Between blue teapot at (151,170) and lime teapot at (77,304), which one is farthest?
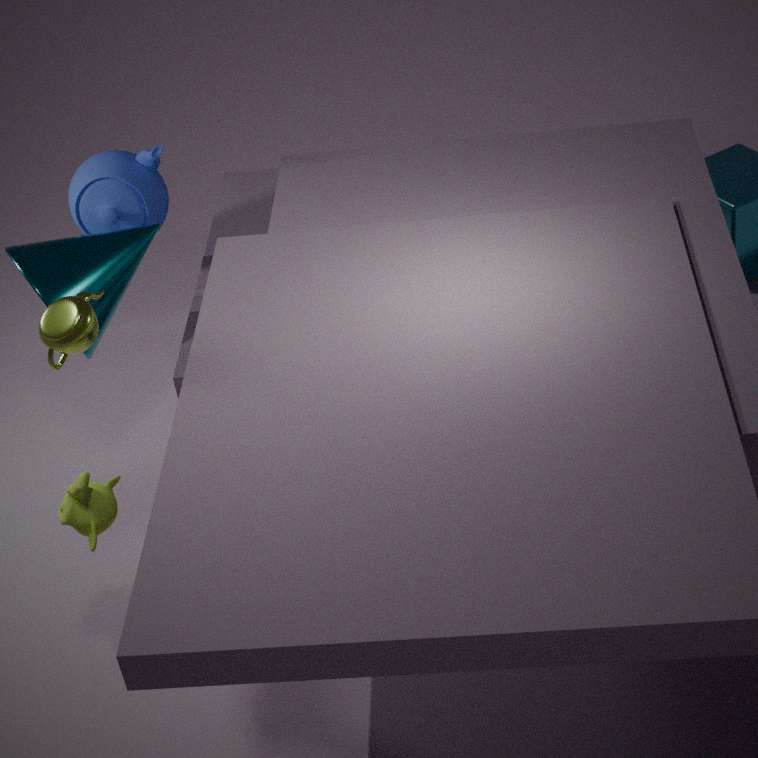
blue teapot at (151,170)
